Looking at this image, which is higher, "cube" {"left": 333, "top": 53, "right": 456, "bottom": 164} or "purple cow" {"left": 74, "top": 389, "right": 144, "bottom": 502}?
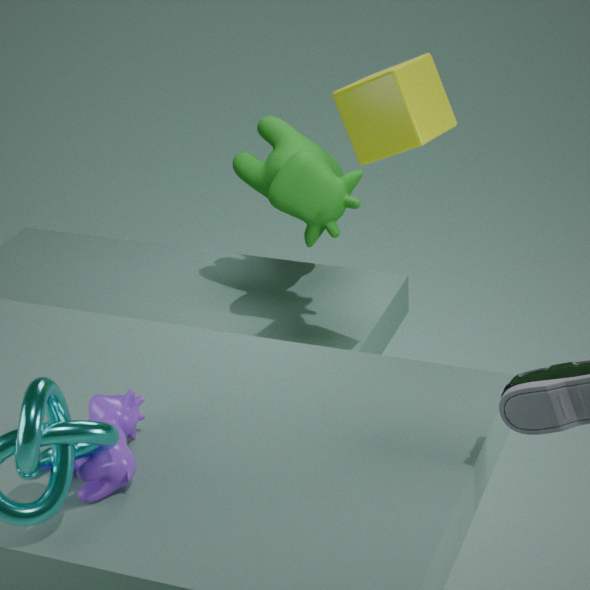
"cube" {"left": 333, "top": 53, "right": 456, "bottom": 164}
